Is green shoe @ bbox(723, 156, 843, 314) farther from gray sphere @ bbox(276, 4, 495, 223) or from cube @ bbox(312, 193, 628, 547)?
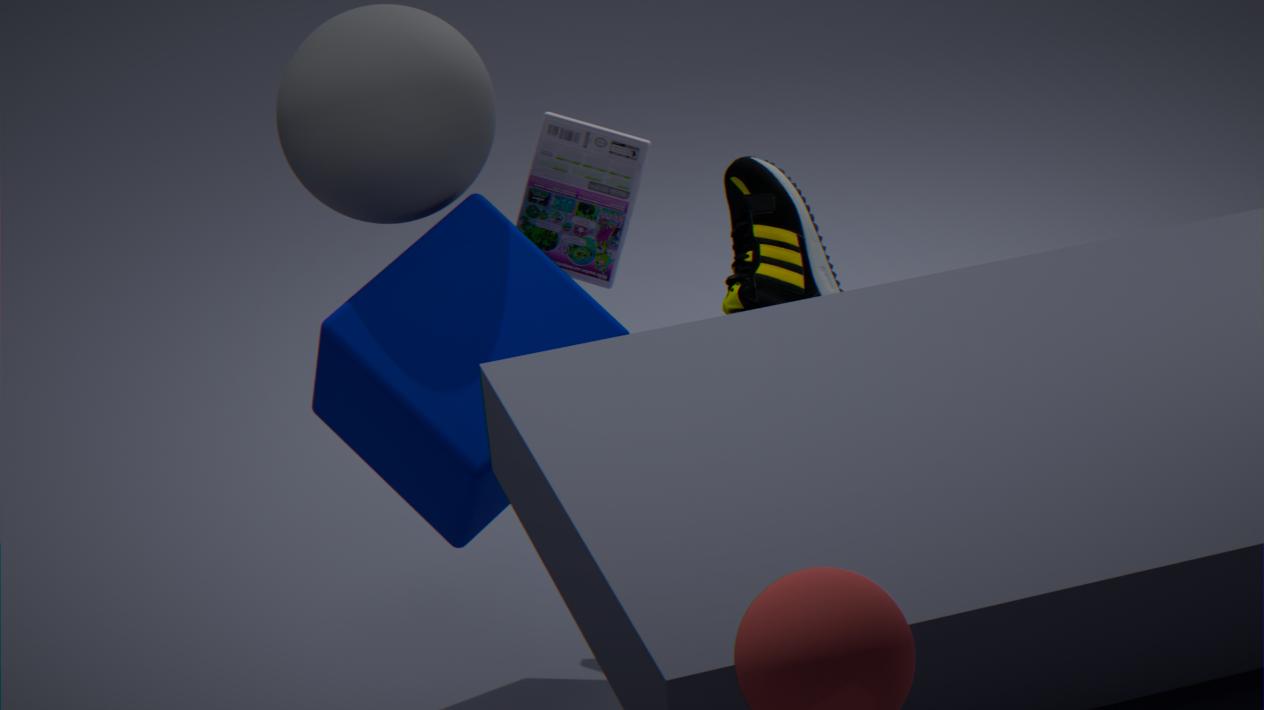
gray sphere @ bbox(276, 4, 495, 223)
